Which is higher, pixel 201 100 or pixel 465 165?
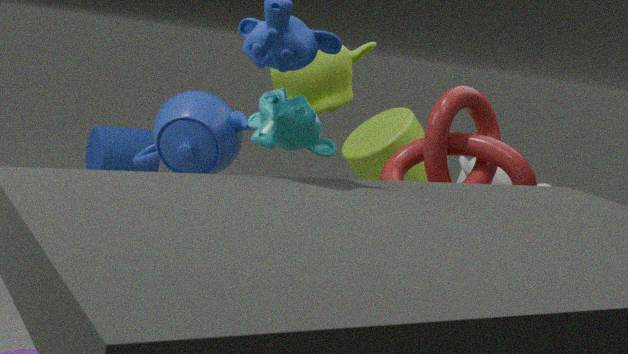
pixel 201 100
